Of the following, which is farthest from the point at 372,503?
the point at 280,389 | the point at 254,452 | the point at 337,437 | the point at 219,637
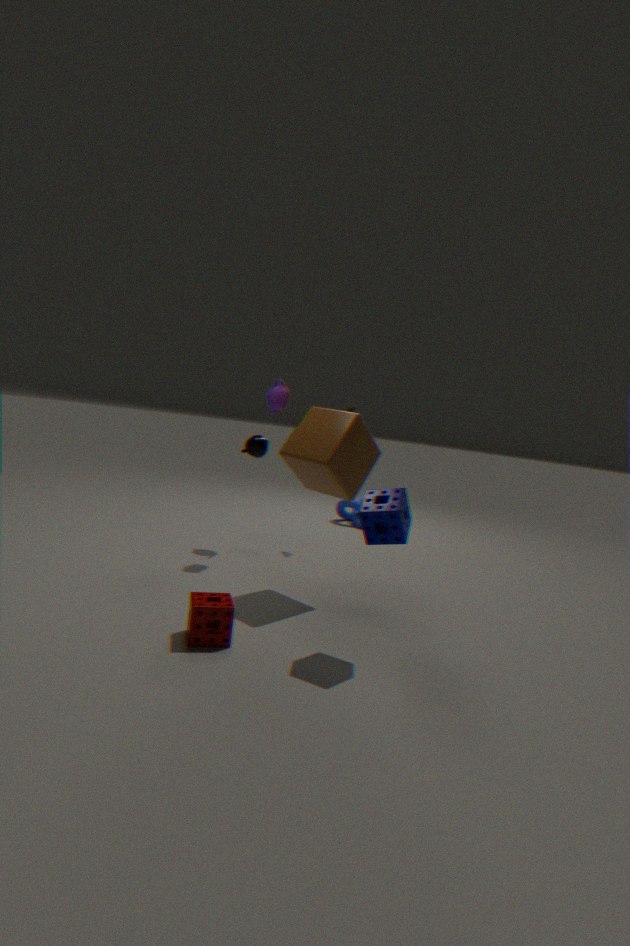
the point at 254,452
